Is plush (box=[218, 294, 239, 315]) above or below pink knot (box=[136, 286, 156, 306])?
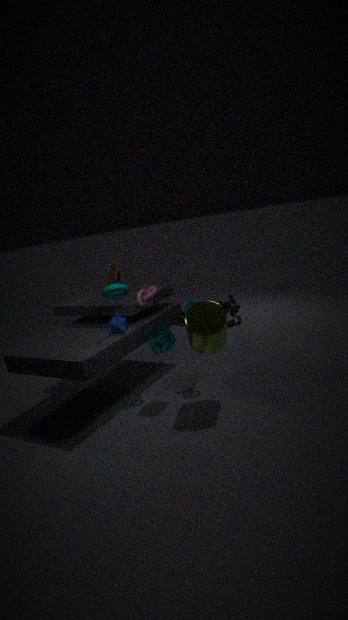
below
